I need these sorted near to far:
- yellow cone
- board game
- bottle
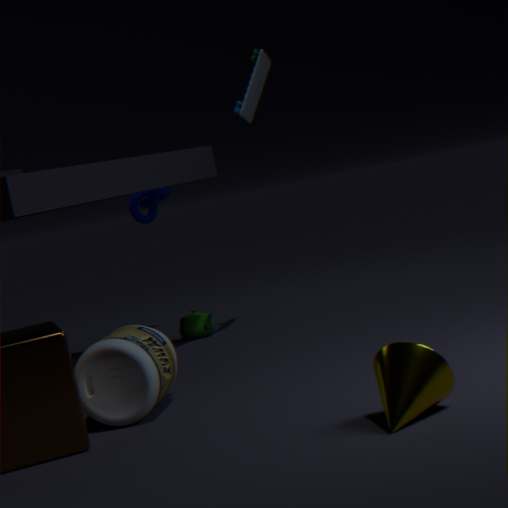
yellow cone
bottle
board game
